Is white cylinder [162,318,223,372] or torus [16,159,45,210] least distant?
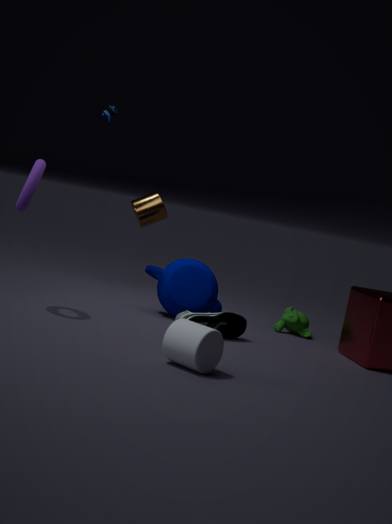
white cylinder [162,318,223,372]
